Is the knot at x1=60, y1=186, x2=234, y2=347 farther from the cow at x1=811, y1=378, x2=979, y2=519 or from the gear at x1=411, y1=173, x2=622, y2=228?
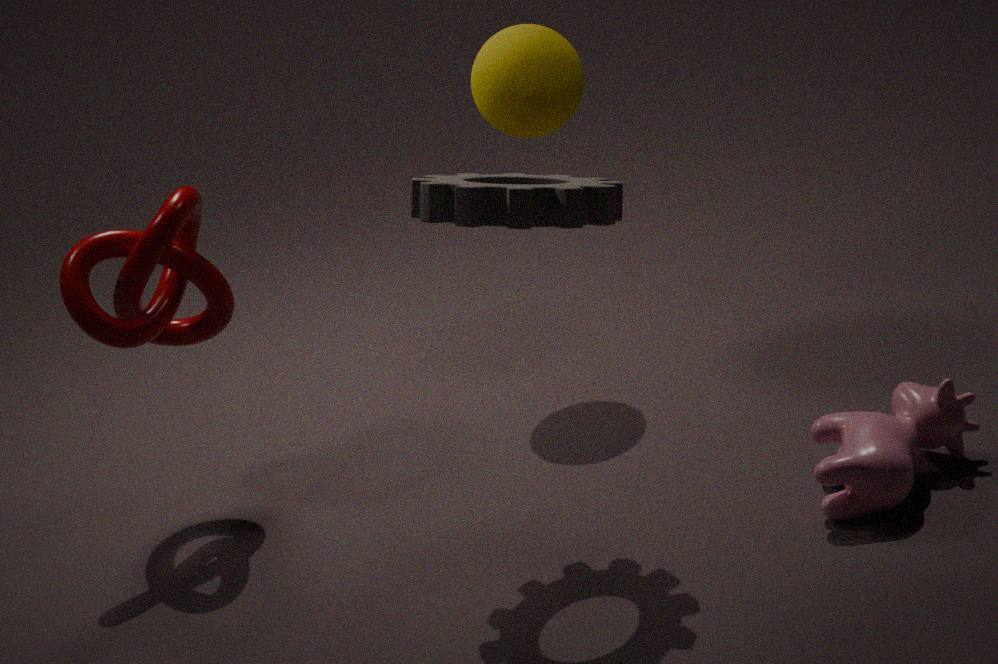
the cow at x1=811, y1=378, x2=979, y2=519
